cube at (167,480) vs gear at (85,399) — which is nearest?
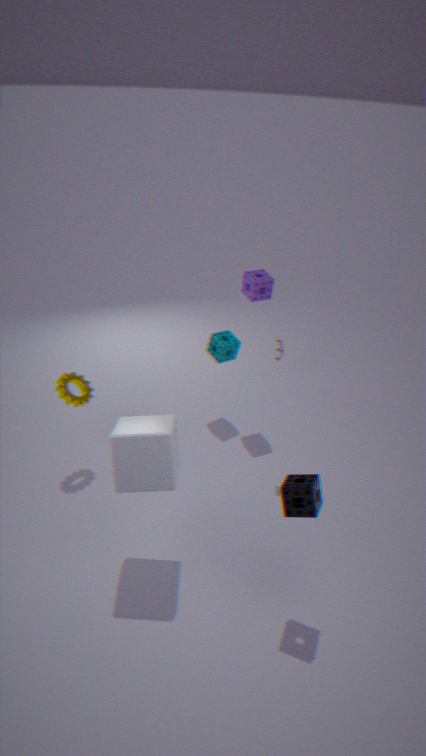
cube at (167,480)
